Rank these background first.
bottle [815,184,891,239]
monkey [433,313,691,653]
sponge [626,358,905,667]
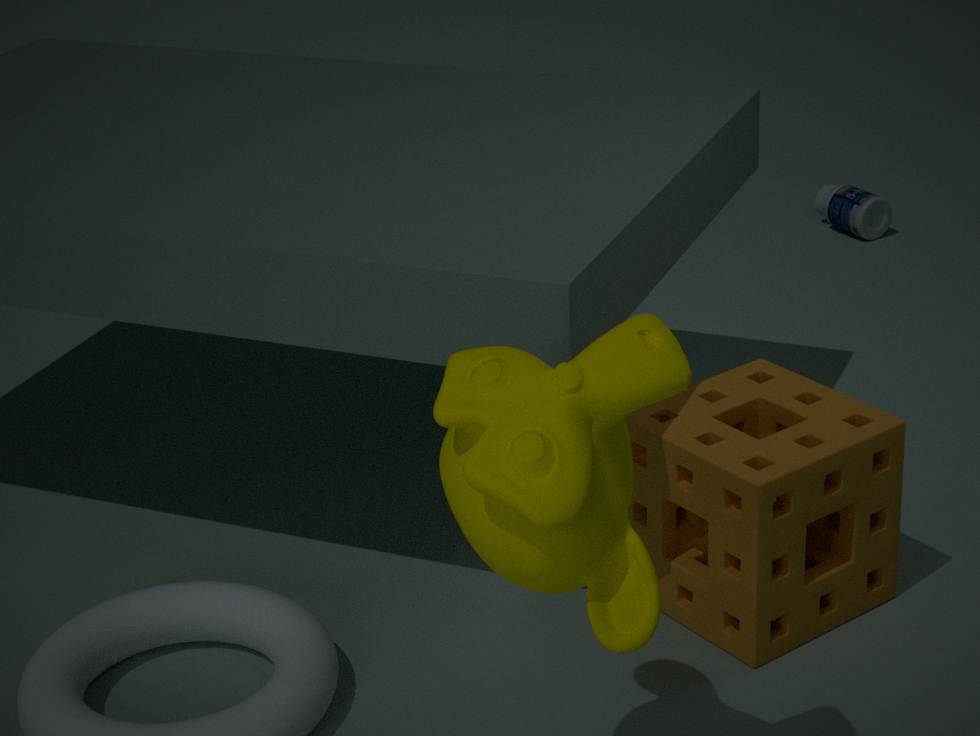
1. bottle [815,184,891,239]
2. sponge [626,358,905,667]
3. monkey [433,313,691,653]
